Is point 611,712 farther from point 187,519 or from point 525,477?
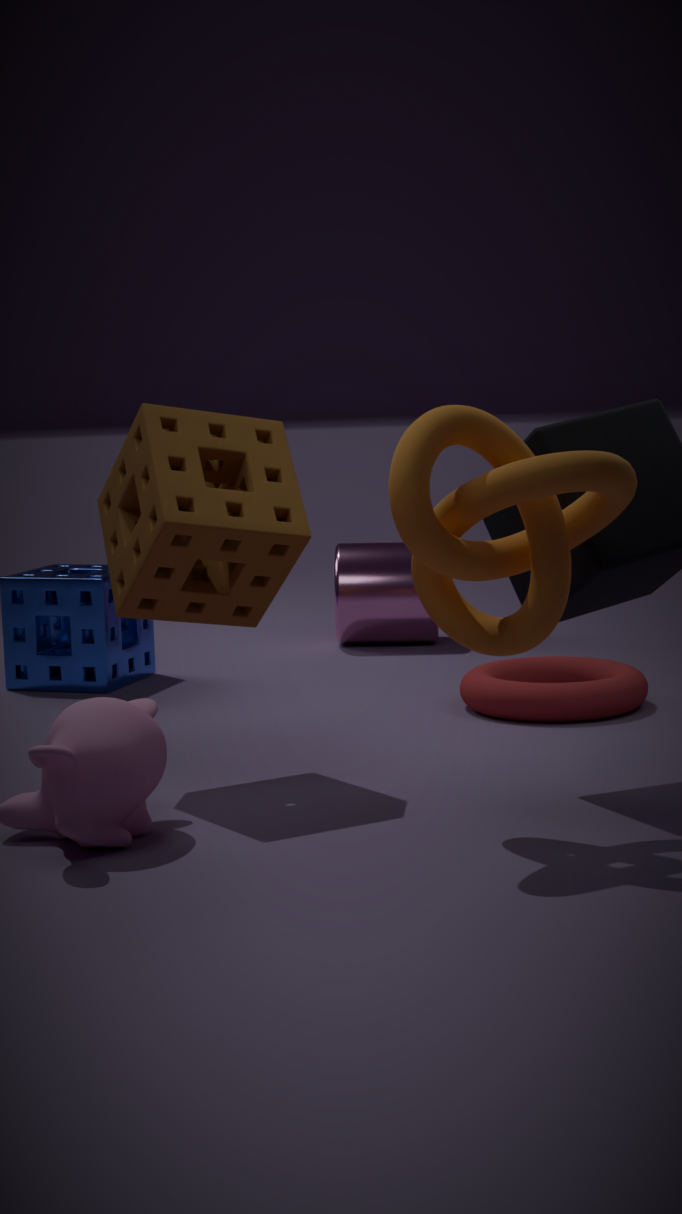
point 525,477
